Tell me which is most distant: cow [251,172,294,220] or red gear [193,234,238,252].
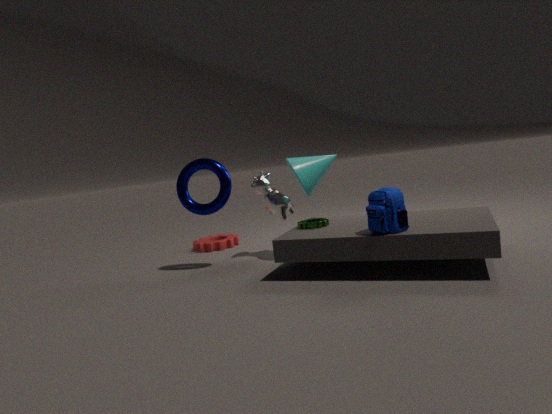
red gear [193,234,238,252]
